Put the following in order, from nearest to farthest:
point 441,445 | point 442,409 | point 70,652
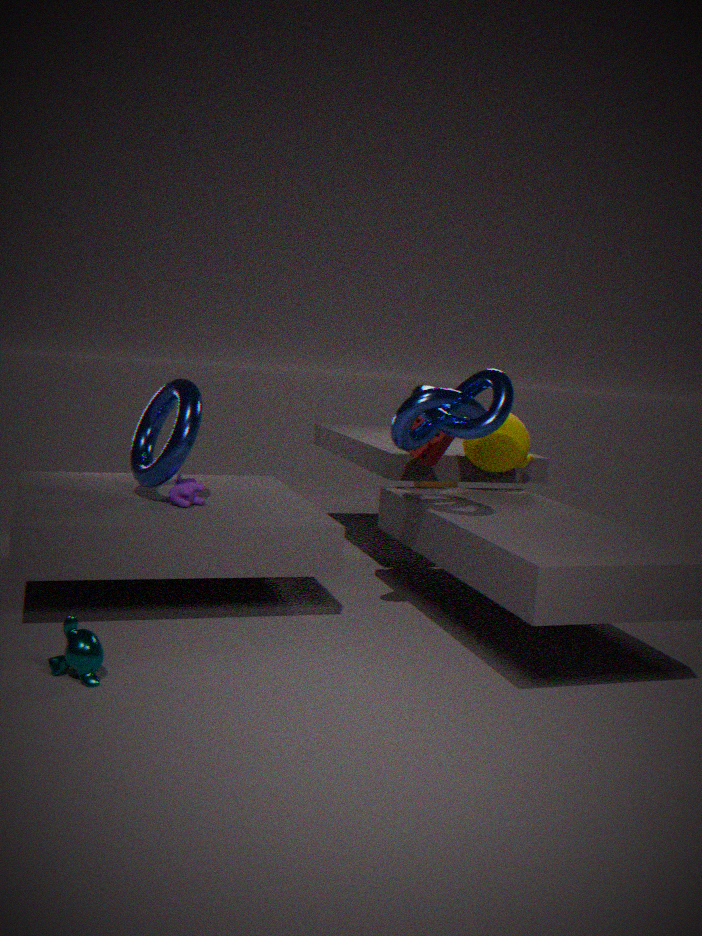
point 70,652 → point 442,409 → point 441,445
